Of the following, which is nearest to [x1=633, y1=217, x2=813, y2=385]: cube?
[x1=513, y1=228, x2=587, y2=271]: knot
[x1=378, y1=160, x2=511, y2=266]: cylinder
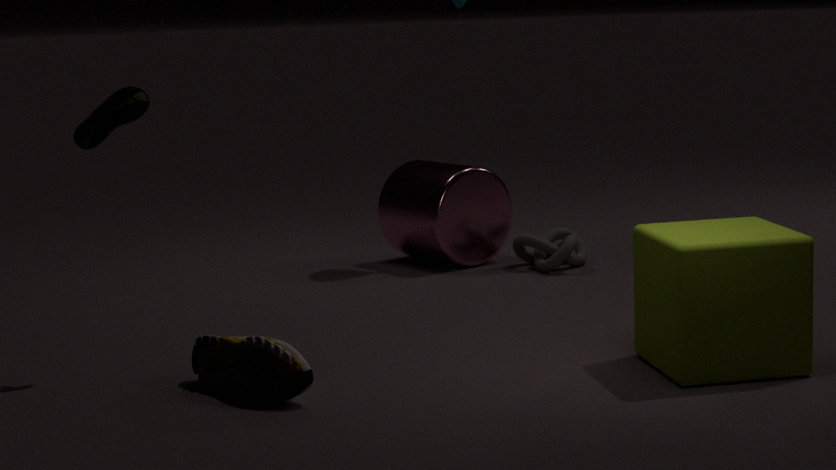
[x1=513, y1=228, x2=587, y2=271]: knot
